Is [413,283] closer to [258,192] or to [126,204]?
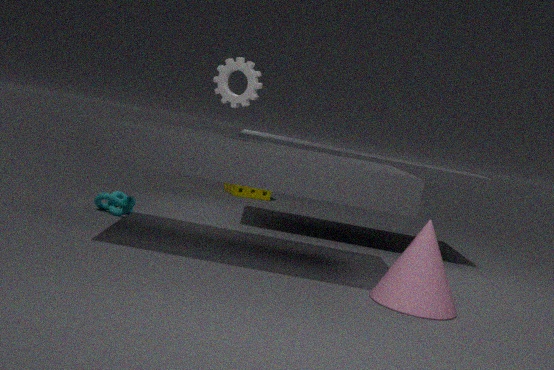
[126,204]
